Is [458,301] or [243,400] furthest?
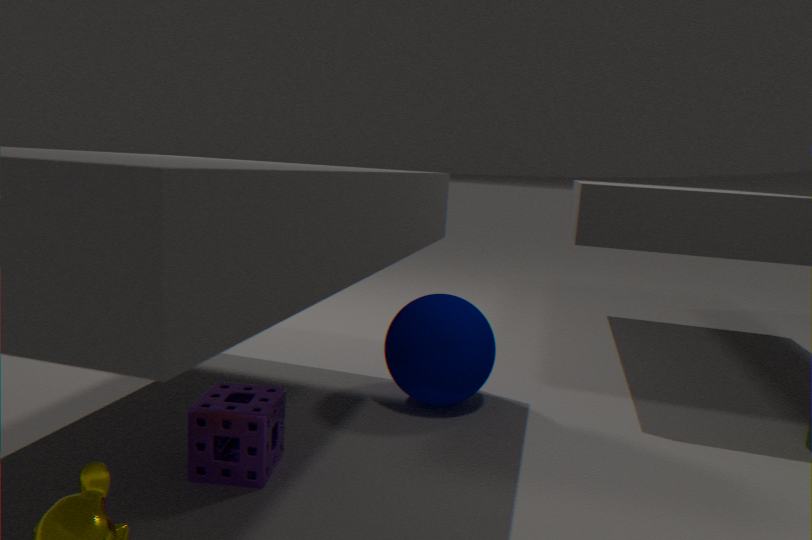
[458,301]
